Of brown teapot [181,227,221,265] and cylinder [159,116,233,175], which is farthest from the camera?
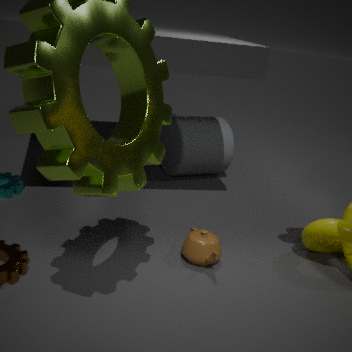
cylinder [159,116,233,175]
